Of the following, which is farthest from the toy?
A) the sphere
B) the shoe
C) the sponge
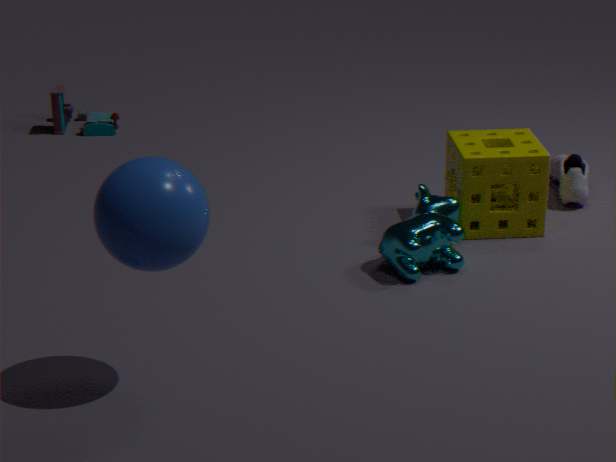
the sphere
